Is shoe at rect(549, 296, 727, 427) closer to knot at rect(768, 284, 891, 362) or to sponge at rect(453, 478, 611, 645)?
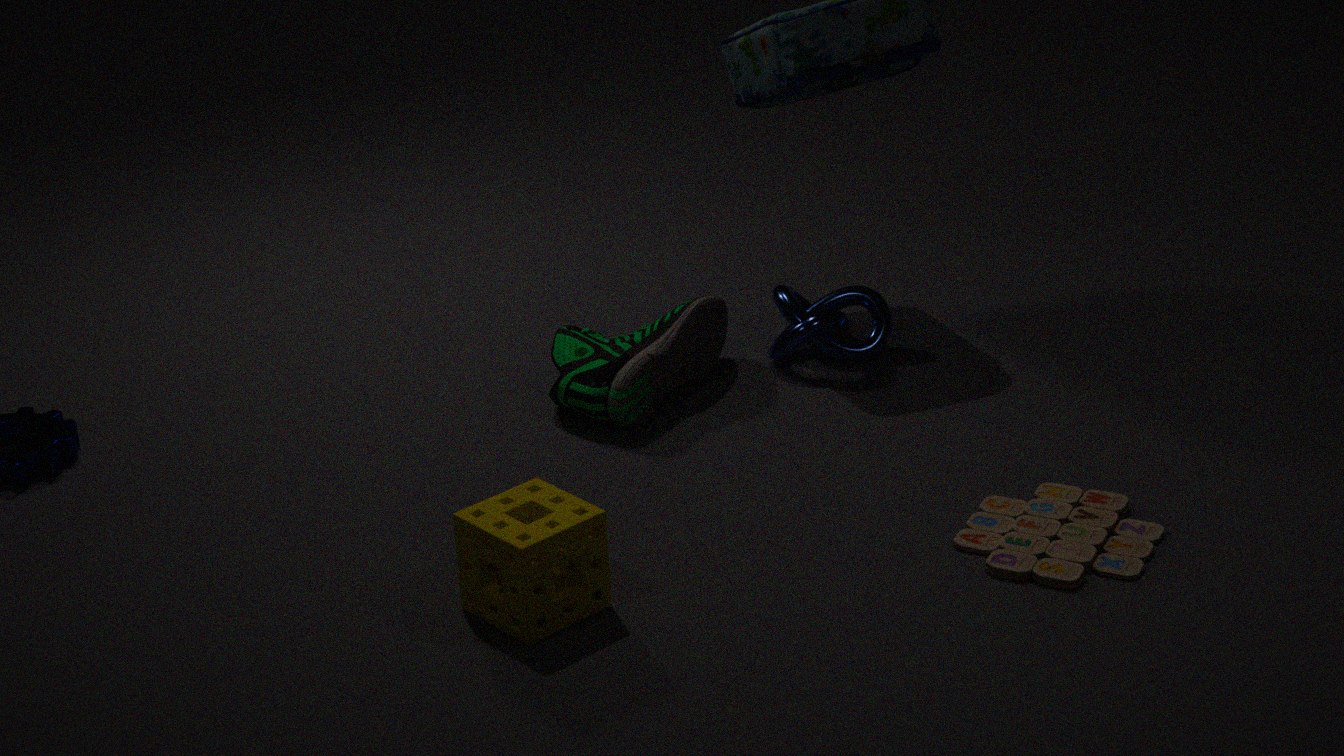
knot at rect(768, 284, 891, 362)
